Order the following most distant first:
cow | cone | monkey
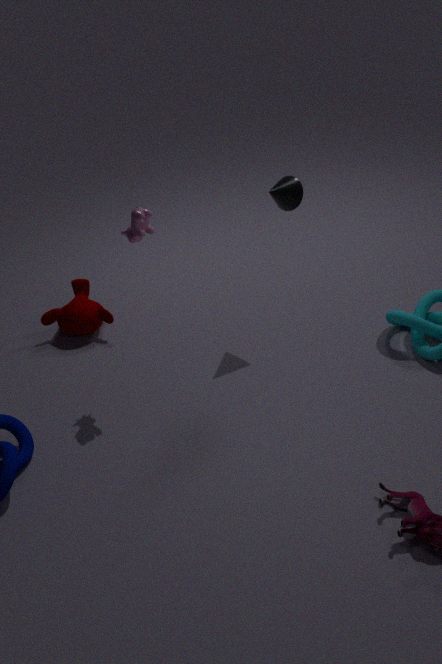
1. monkey
2. cone
3. cow
